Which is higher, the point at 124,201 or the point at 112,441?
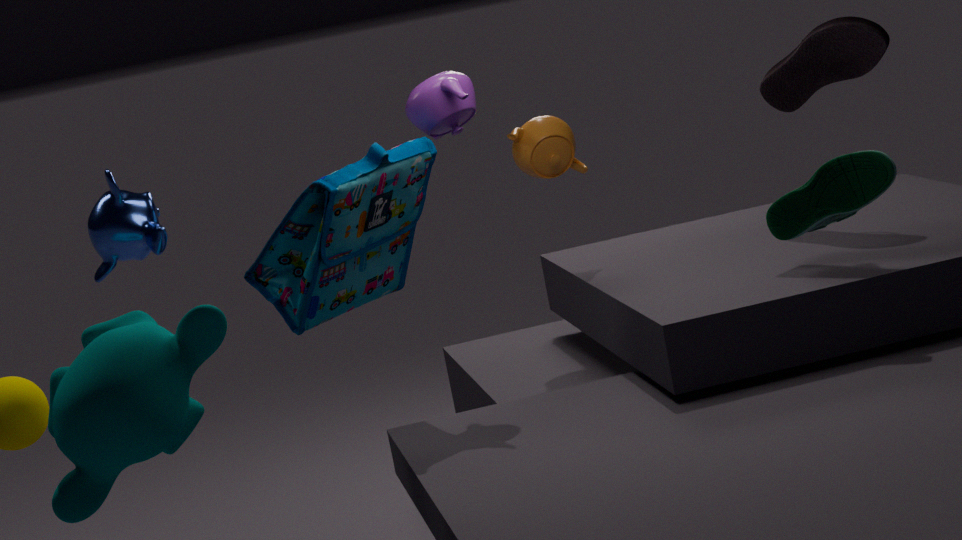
the point at 124,201
